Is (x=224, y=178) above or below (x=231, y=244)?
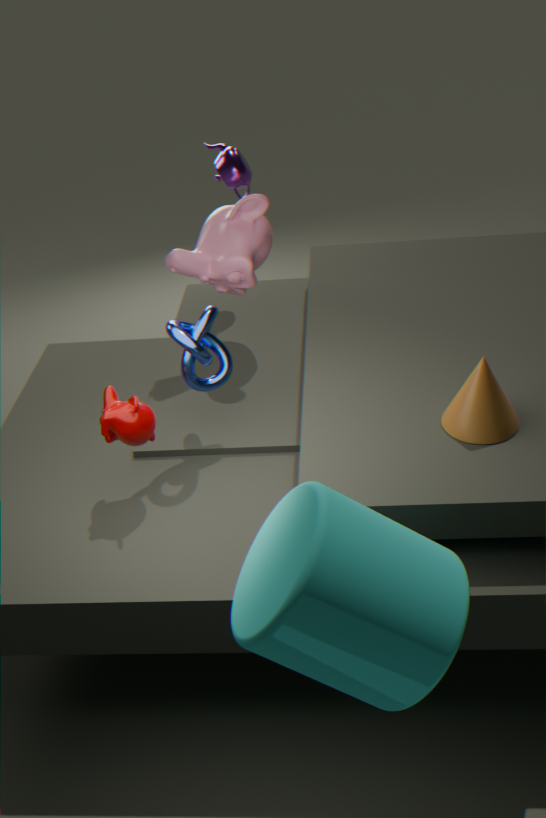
above
